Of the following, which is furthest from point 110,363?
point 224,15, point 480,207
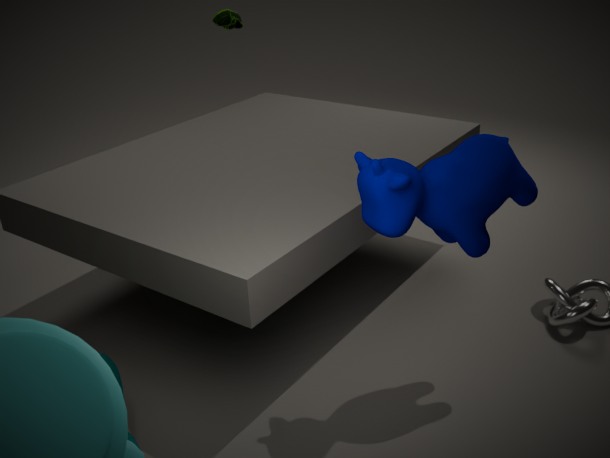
point 224,15
